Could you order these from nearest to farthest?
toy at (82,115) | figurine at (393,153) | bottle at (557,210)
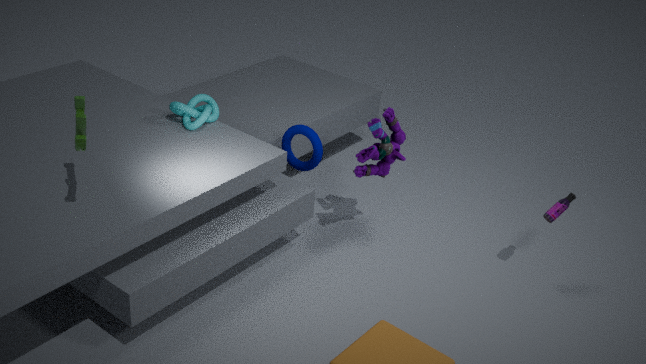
1. toy at (82,115)
2. bottle at (557,210)
3. figurine at (393,153)
